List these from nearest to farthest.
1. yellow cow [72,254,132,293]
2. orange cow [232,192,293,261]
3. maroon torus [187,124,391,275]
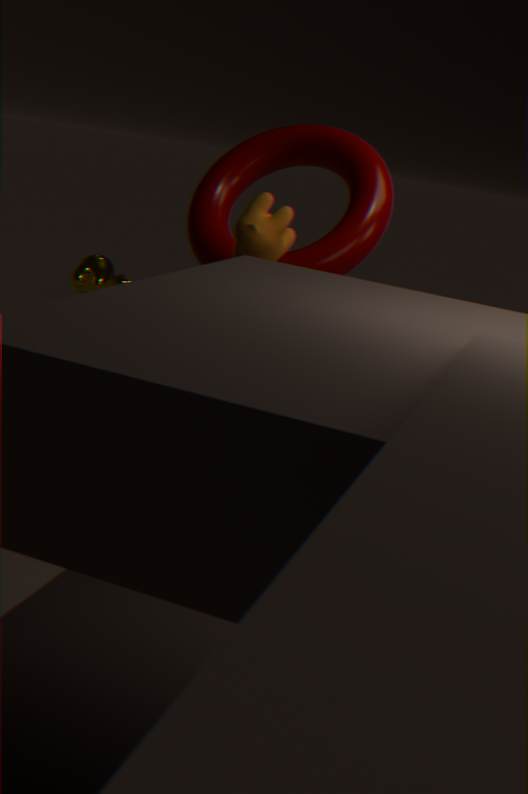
1. orange cow [232,192,293,261]
2. maroon torus [187,124,391,275]
3. yellow cow [72,254,132,293]
